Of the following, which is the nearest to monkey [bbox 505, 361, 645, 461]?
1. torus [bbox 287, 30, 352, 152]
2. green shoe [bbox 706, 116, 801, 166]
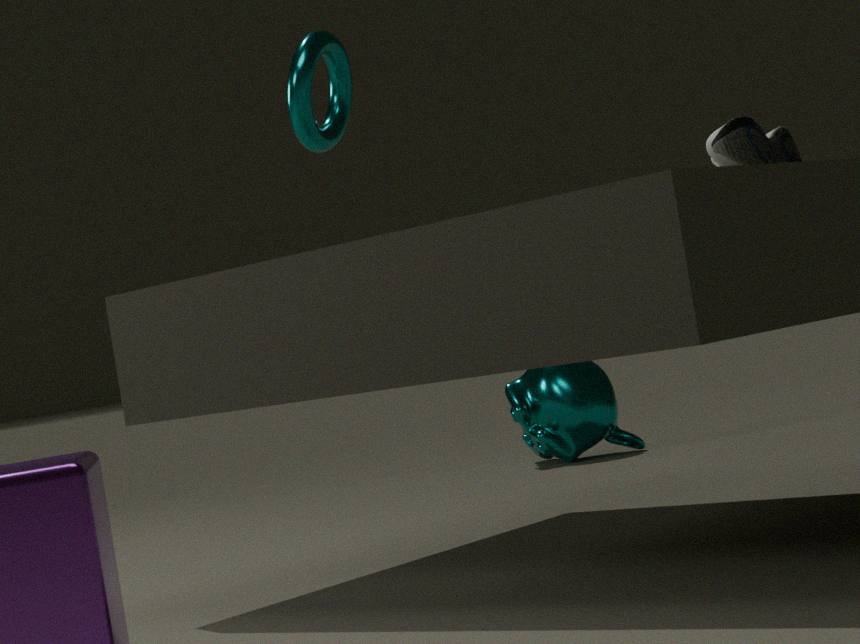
torus [bbox 287, 30, 352, 152]
